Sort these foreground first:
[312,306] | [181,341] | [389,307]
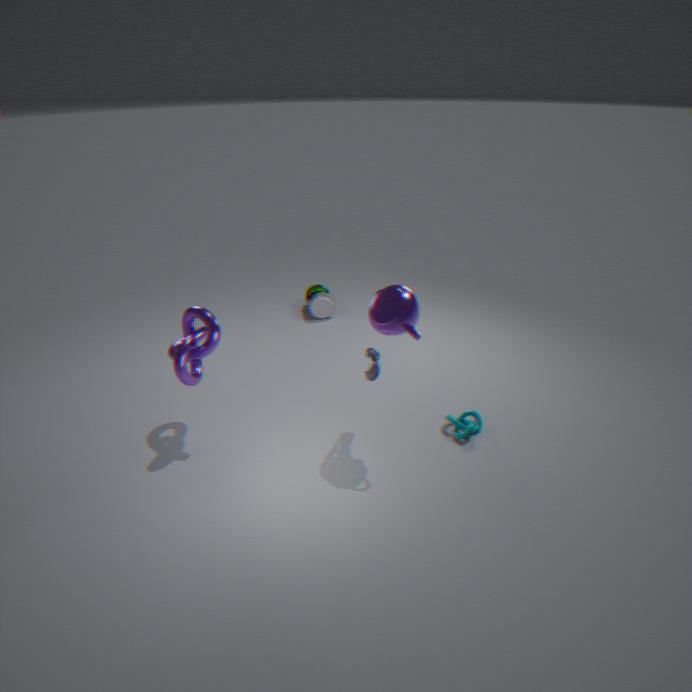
[389,307], [181,341], [312,306]
